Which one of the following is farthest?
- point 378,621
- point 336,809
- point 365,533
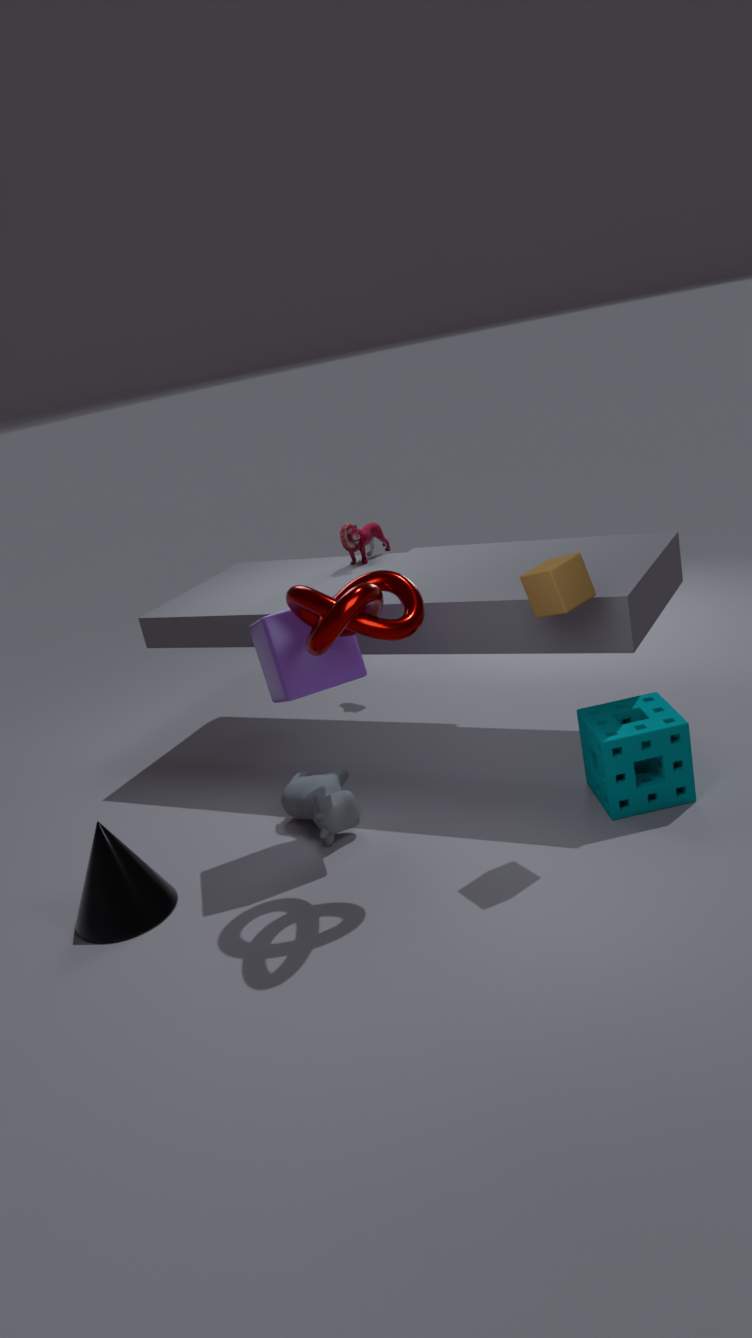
point 365,533
